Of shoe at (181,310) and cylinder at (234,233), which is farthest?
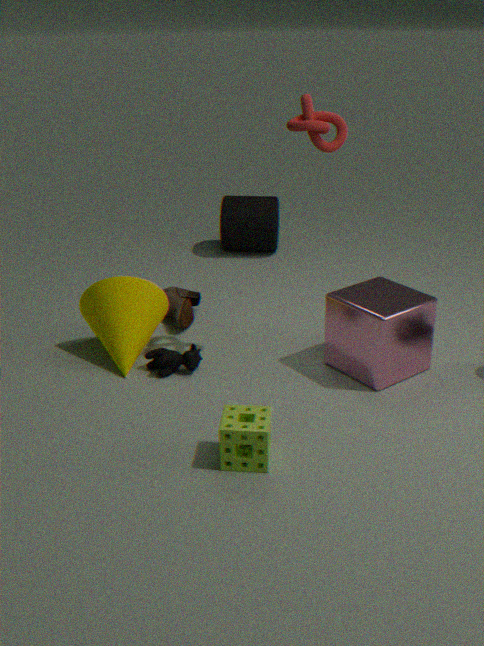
cylinder at (234,233)
